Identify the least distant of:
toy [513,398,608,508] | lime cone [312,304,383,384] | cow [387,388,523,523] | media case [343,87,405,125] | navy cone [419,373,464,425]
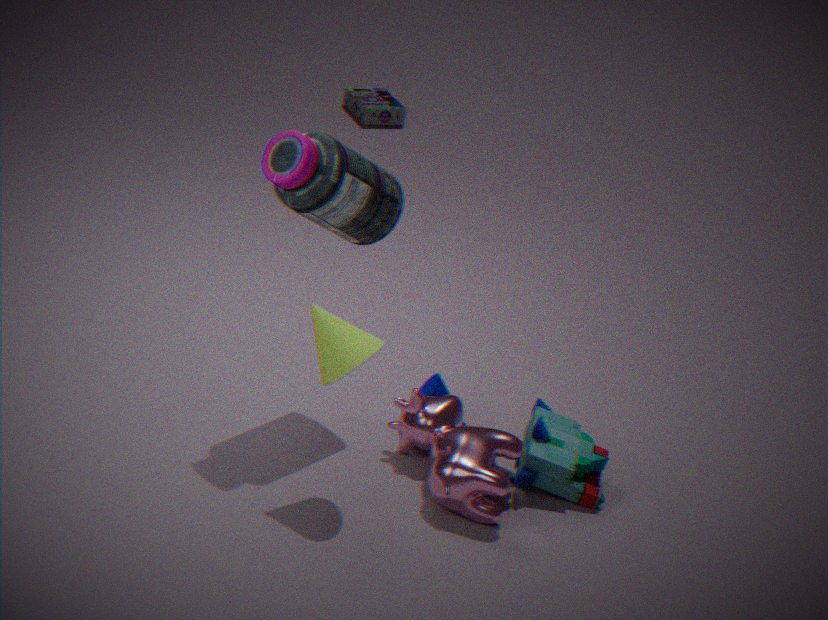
lime cone [312,304,383,384]
